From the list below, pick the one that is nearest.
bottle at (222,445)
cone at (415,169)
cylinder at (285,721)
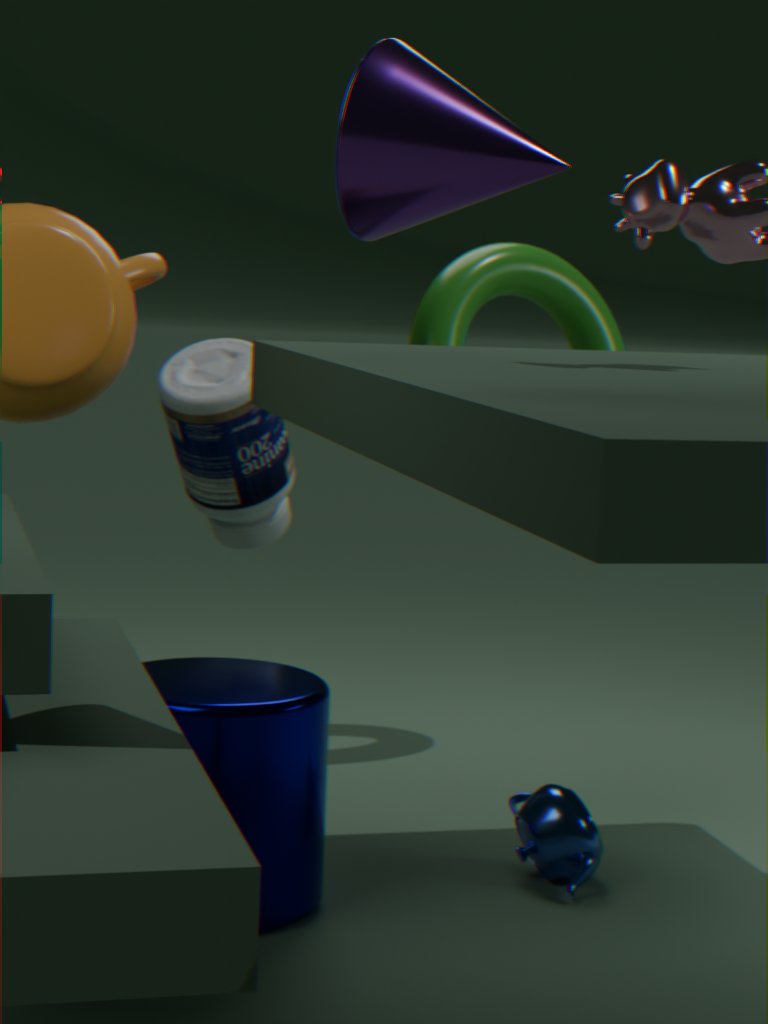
cone at (415,169)
